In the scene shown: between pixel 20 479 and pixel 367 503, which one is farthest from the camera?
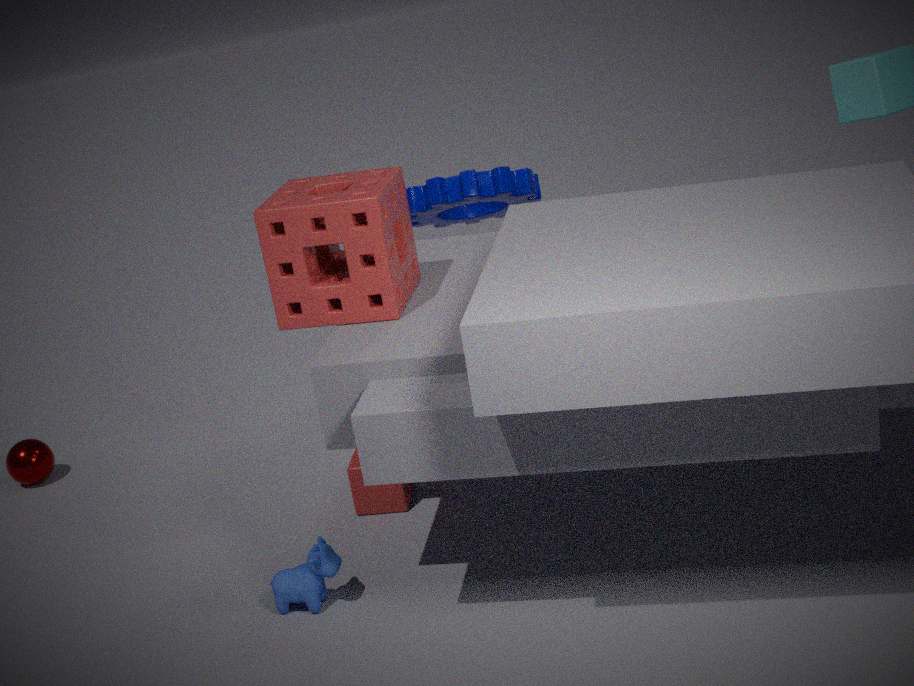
pixel 20 479
